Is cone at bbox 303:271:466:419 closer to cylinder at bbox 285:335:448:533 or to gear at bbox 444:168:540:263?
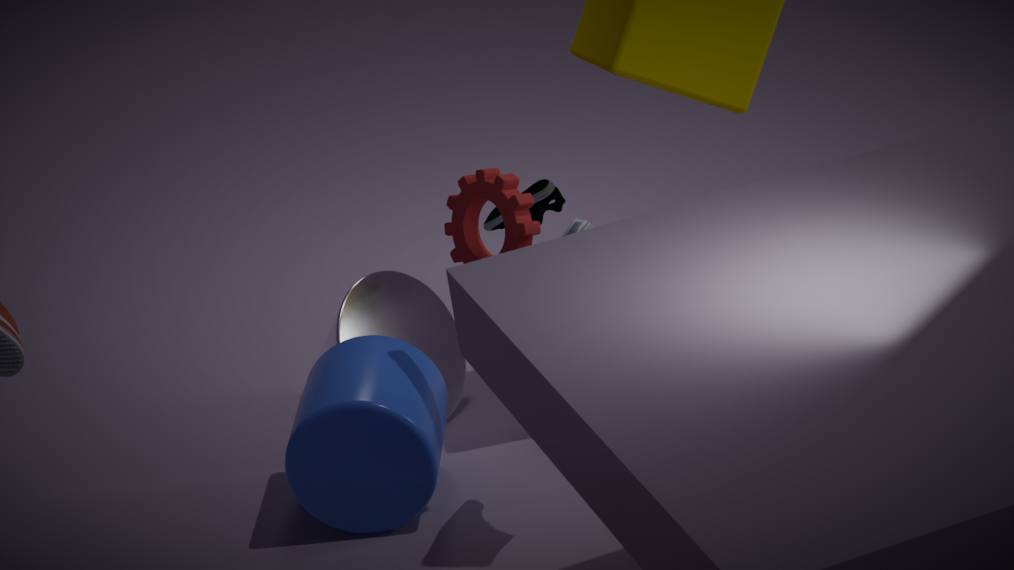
cylinder at bbox 285:335:448:533
